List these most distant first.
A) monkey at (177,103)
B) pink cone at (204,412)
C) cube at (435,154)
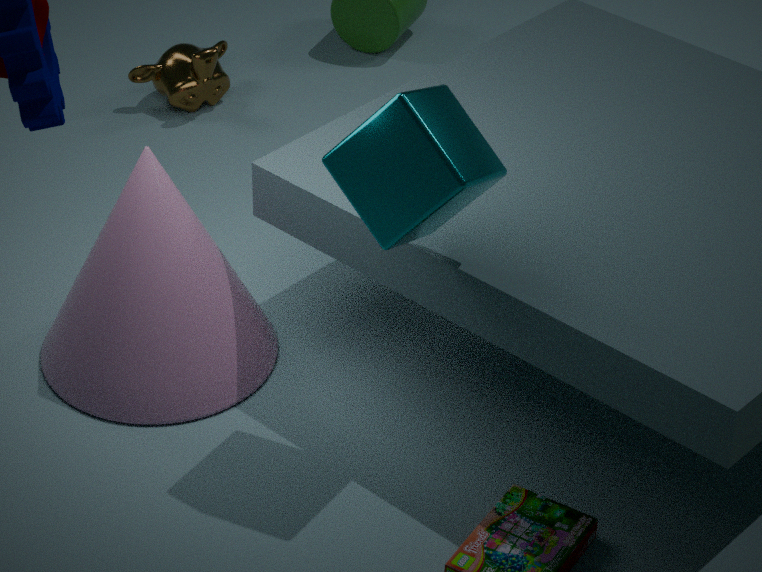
monkey at (177,103), pink cone at (204,412), cube at (435,154)
